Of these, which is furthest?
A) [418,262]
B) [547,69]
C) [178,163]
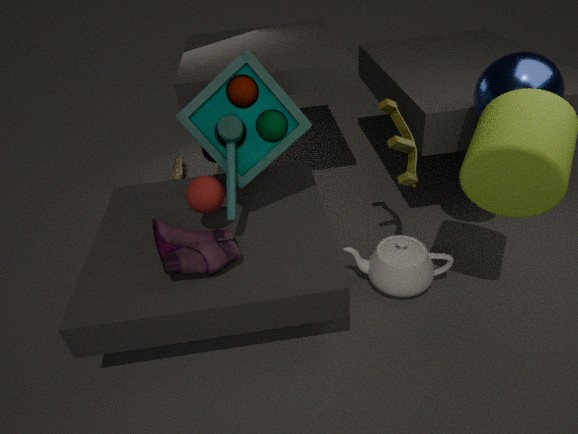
[178,163]
